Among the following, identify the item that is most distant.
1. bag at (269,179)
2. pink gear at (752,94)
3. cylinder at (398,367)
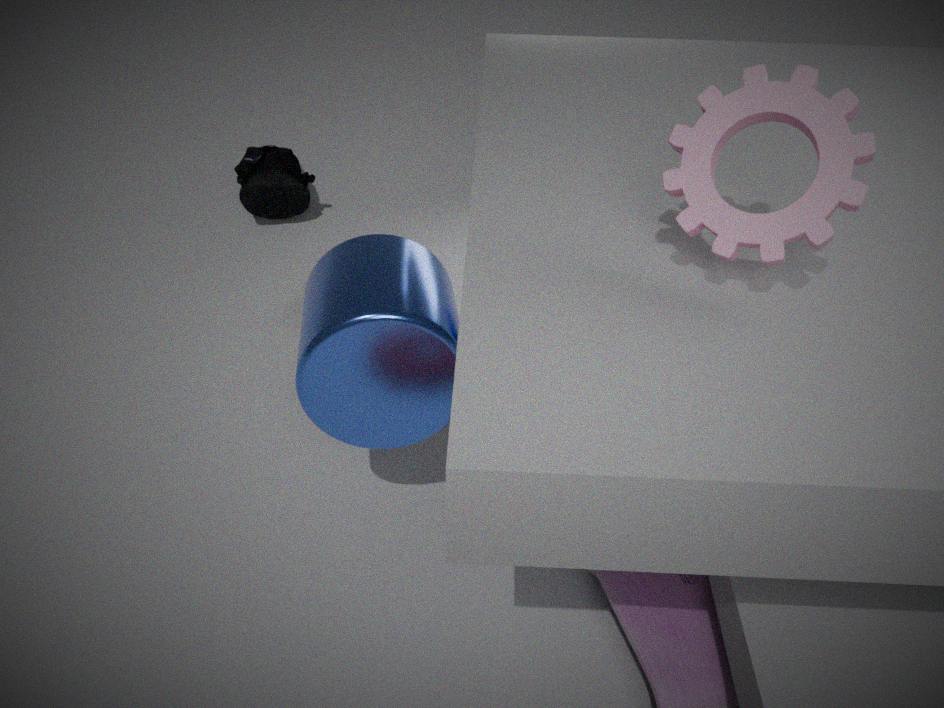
bag at (269,179)
